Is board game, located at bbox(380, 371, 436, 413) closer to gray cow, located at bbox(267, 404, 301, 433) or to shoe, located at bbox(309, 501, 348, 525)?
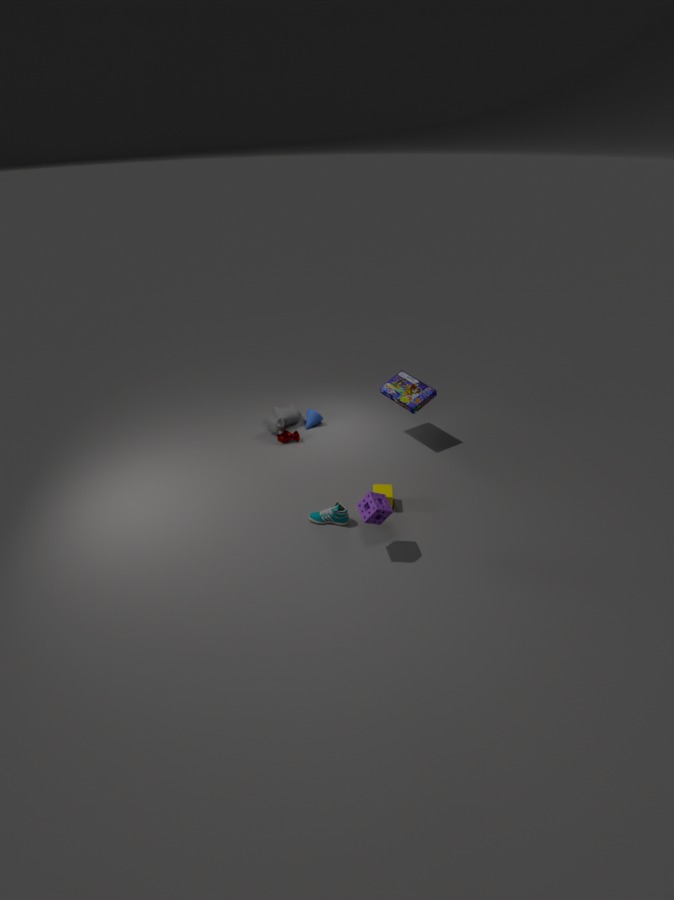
gray cow, located at bbox(267, 404, 301, 433)
